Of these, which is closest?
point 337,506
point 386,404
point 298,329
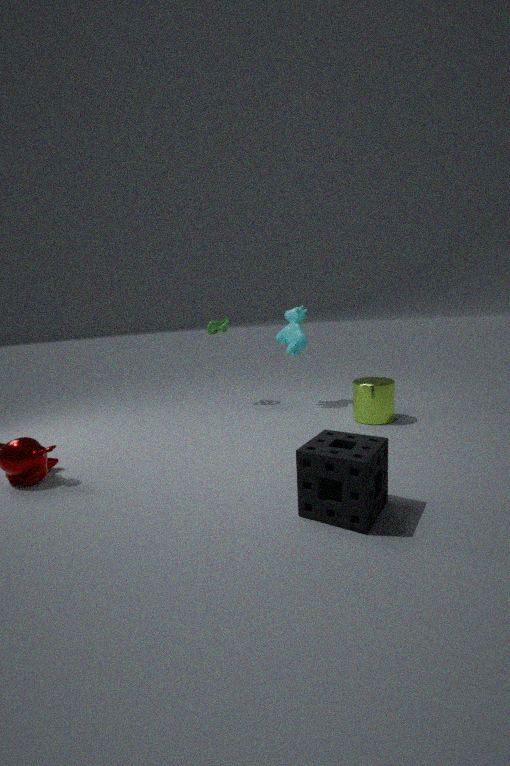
point 337,506
